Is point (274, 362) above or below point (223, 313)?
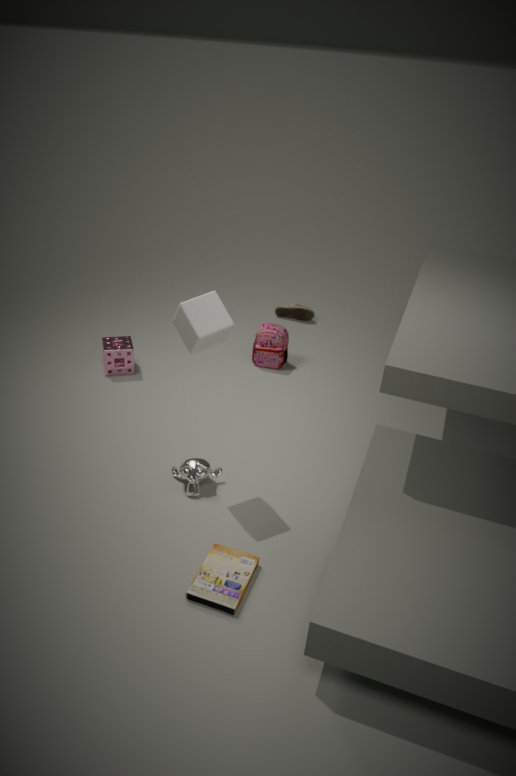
below
